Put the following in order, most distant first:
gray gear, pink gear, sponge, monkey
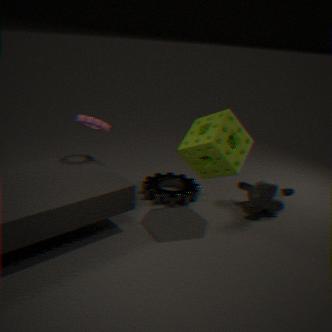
gray gear, monkey, pink gear, sponge
